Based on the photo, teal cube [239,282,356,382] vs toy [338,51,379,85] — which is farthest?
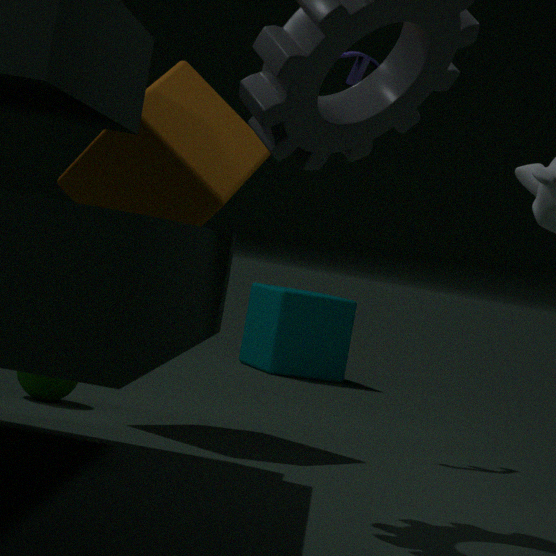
teal cube [239,282,356,382]
